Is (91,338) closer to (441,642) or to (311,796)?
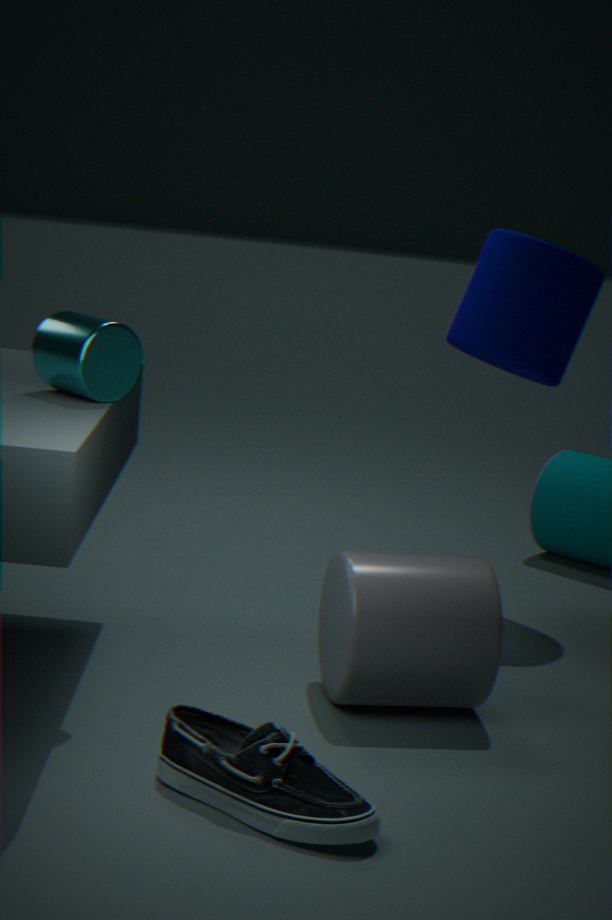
(441,642)
